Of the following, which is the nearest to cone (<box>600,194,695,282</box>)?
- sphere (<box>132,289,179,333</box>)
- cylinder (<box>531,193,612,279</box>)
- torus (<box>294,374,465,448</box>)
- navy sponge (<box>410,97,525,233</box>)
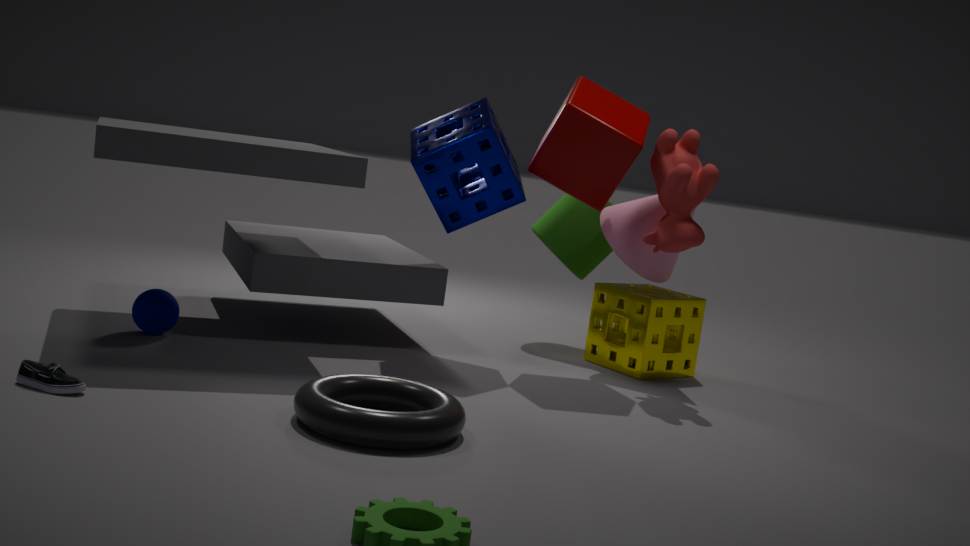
cylinder (<box>531,193,612,279</box>)
